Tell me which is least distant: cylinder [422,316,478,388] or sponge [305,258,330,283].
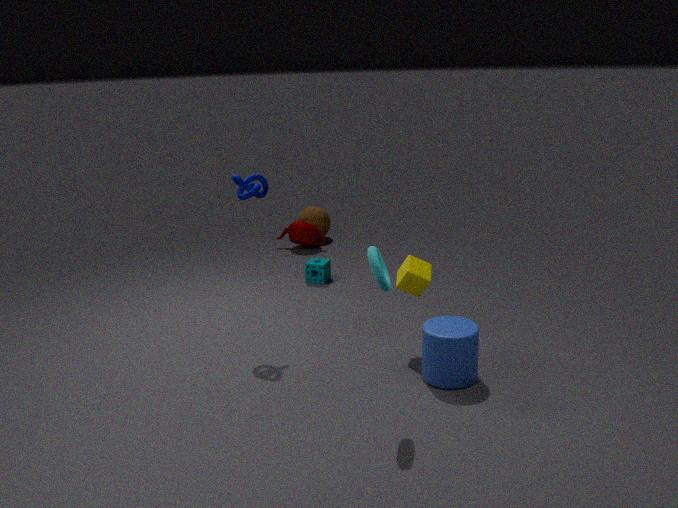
cylinder [422,316,478,388]
